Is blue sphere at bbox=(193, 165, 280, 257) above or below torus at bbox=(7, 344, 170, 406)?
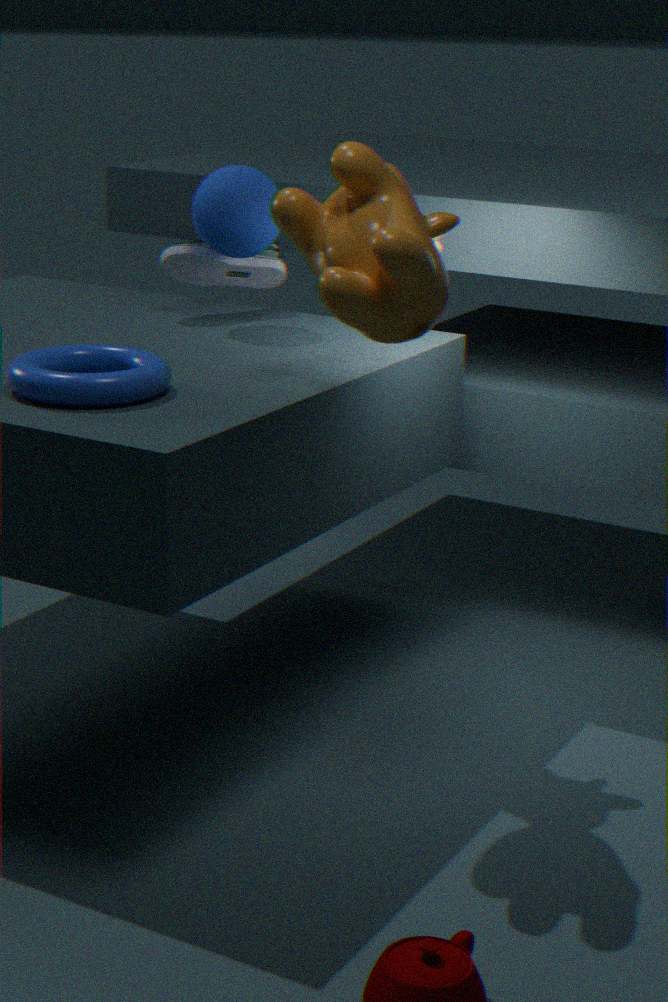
above
